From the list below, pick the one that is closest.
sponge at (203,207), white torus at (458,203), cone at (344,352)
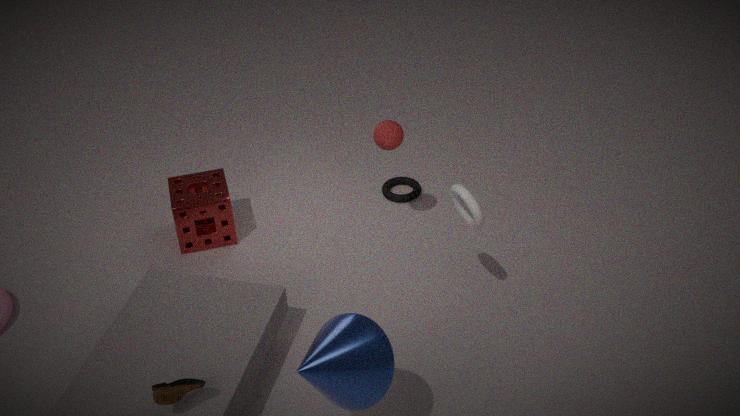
cone at (344,352)
